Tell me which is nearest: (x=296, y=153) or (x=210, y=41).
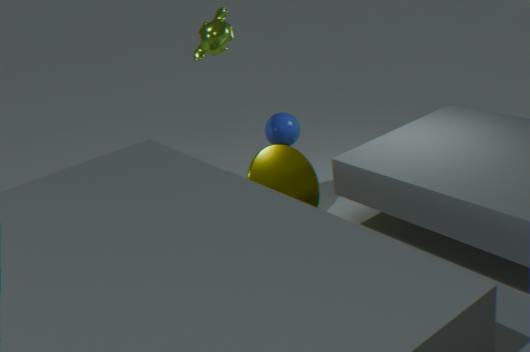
(x=210, y=41)
